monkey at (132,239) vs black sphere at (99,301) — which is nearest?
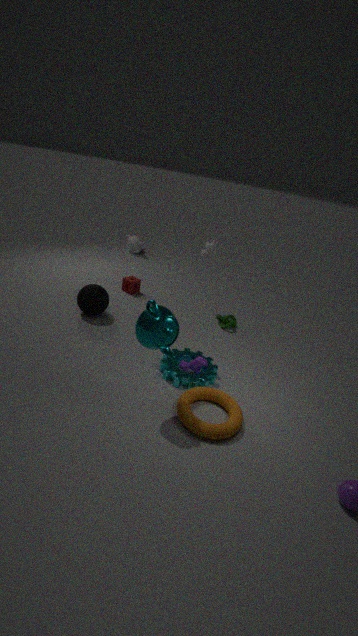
black sphere at (99,301)
